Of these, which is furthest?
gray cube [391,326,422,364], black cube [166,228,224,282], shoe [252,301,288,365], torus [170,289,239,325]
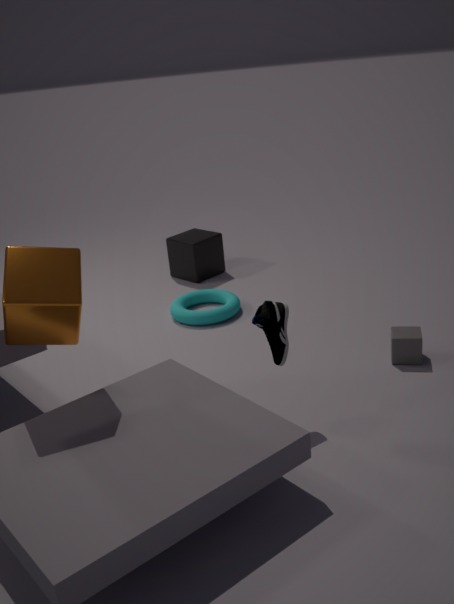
black cube [166,228,224,282]
